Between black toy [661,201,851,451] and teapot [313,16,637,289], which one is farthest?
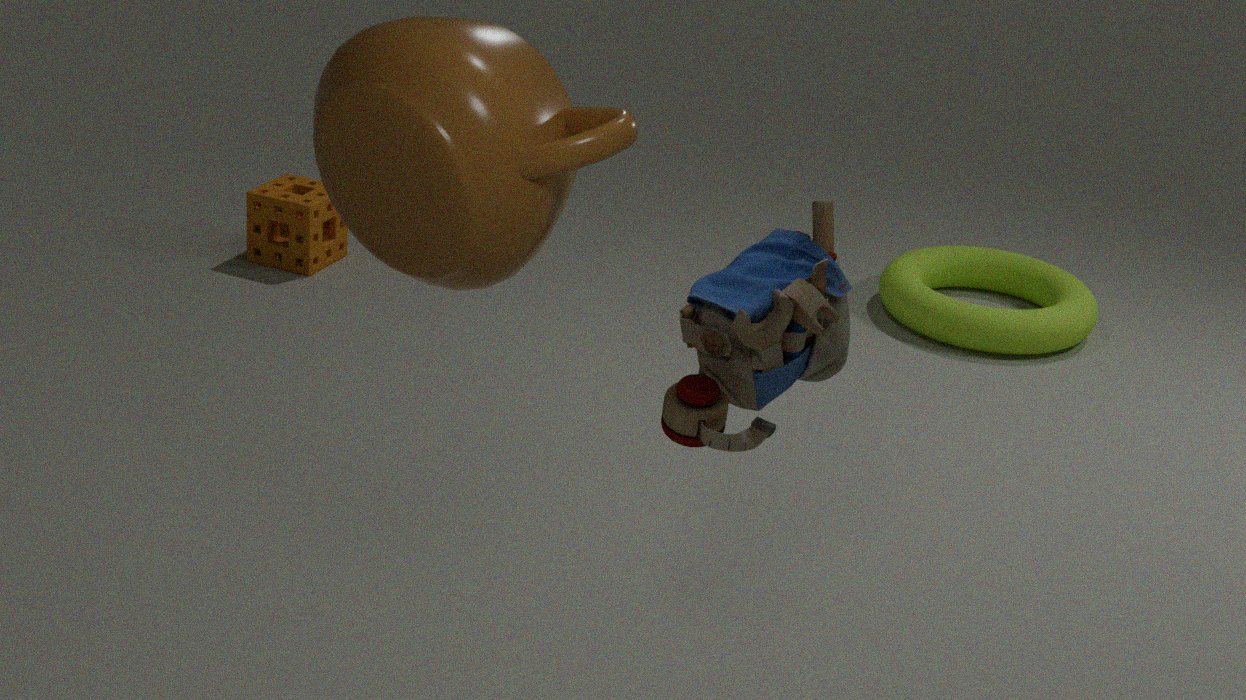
black toy [661,201,851,451]
